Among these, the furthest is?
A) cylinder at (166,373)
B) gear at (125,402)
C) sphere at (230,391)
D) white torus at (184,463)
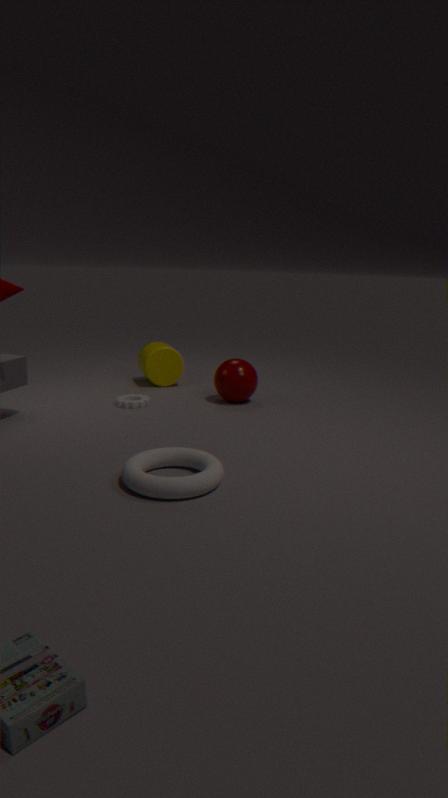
A. cylinder at (166,373)
